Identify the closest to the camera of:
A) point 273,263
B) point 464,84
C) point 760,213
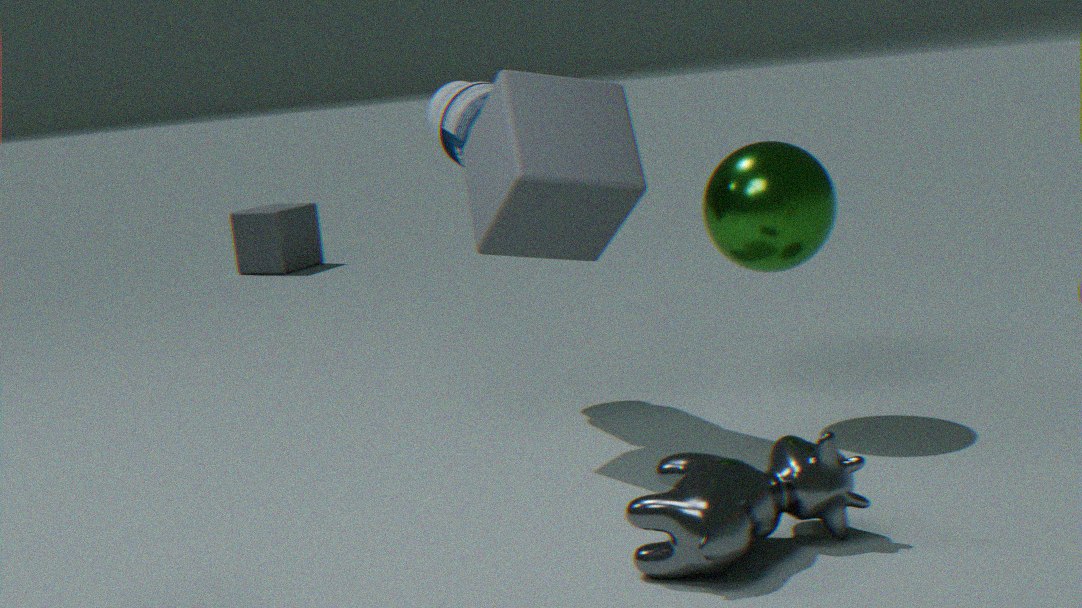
point 760,213
